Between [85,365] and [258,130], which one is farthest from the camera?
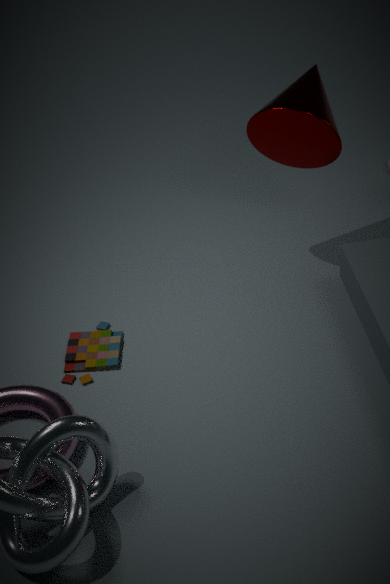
[258,130]
